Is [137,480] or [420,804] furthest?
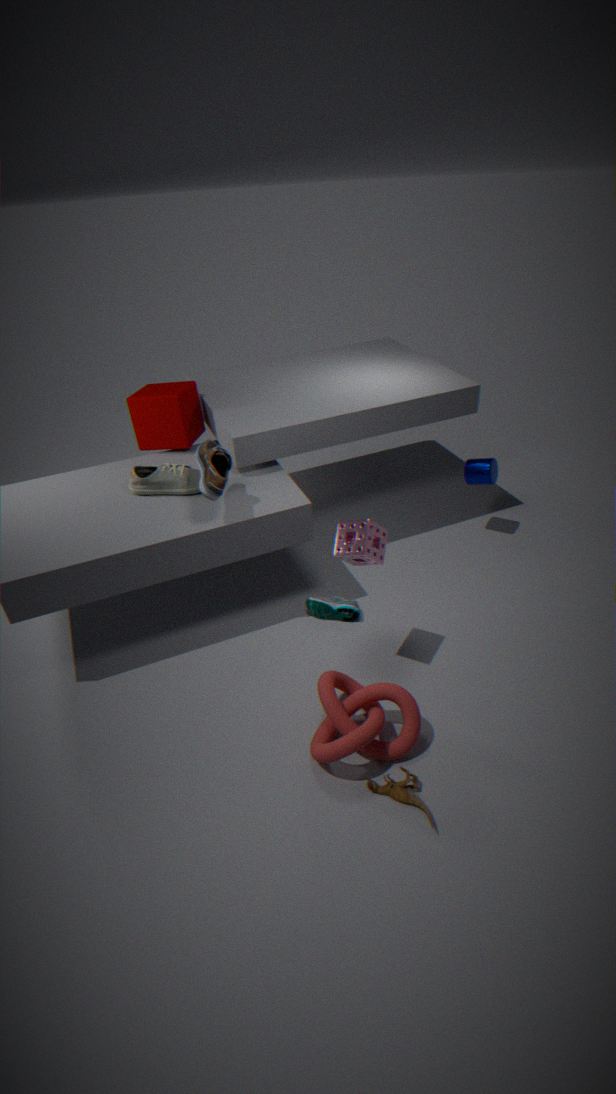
[137,480]
